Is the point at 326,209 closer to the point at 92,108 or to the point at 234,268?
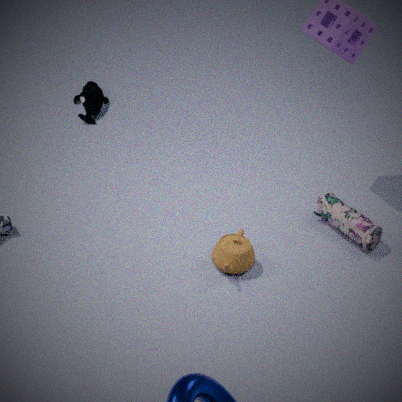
the point at 234,268
